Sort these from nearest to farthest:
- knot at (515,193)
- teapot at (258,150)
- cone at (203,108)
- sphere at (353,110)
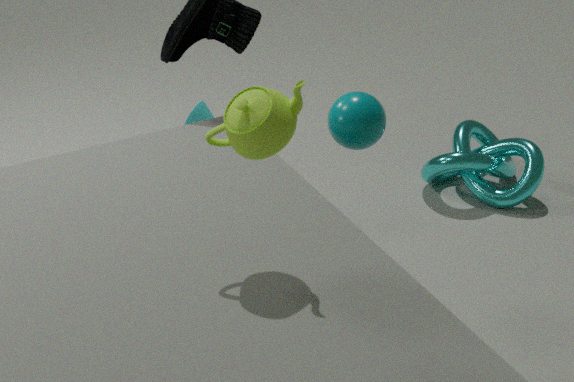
teapot at (258,150)
sphere at (353,110)
knot at (515,193)
cone at (203,108)
